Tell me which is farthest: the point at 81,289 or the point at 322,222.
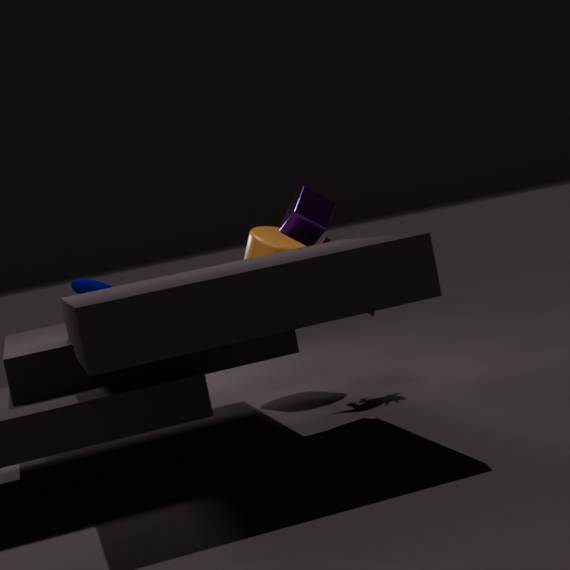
the point at 81,289
